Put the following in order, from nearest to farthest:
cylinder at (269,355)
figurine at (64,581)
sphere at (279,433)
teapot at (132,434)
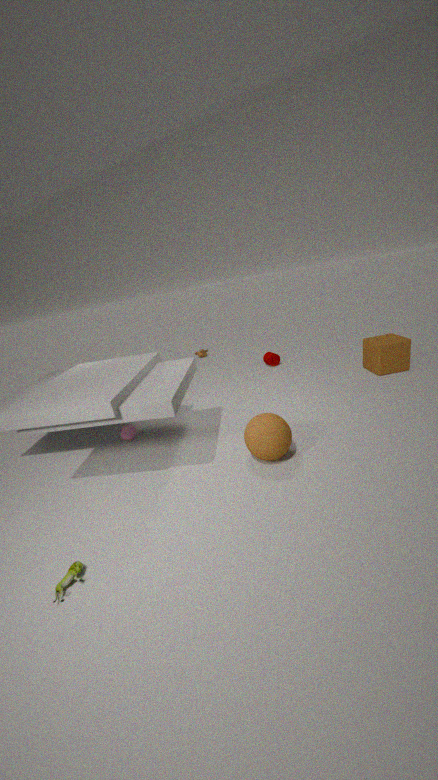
figurine at (64,581) → sphere at (279,433) → teapot at (132,434) → cylinder at (269,355)
